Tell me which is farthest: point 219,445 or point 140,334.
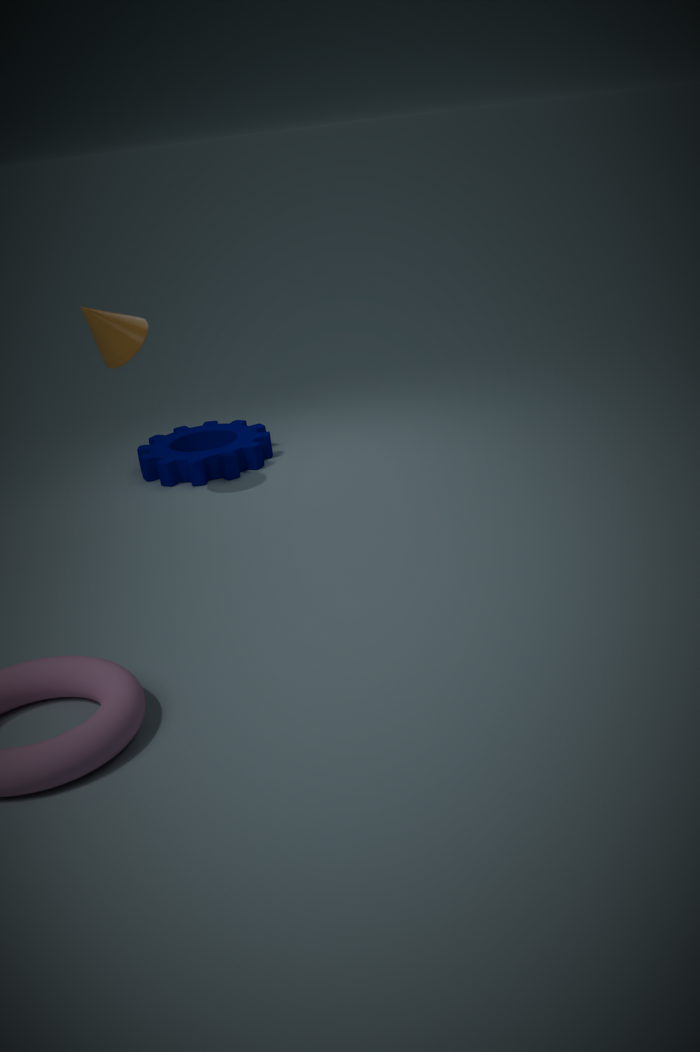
point 219,445
